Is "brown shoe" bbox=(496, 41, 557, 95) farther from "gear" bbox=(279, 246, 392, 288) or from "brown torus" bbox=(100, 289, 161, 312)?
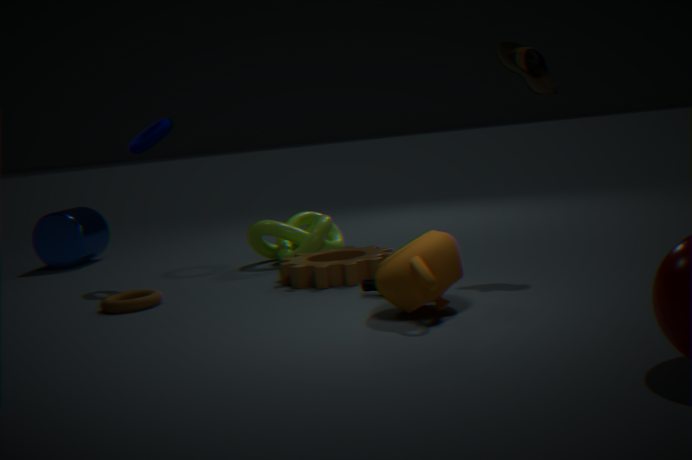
"brown torus" bbox=(100, 289, 161, 312)
